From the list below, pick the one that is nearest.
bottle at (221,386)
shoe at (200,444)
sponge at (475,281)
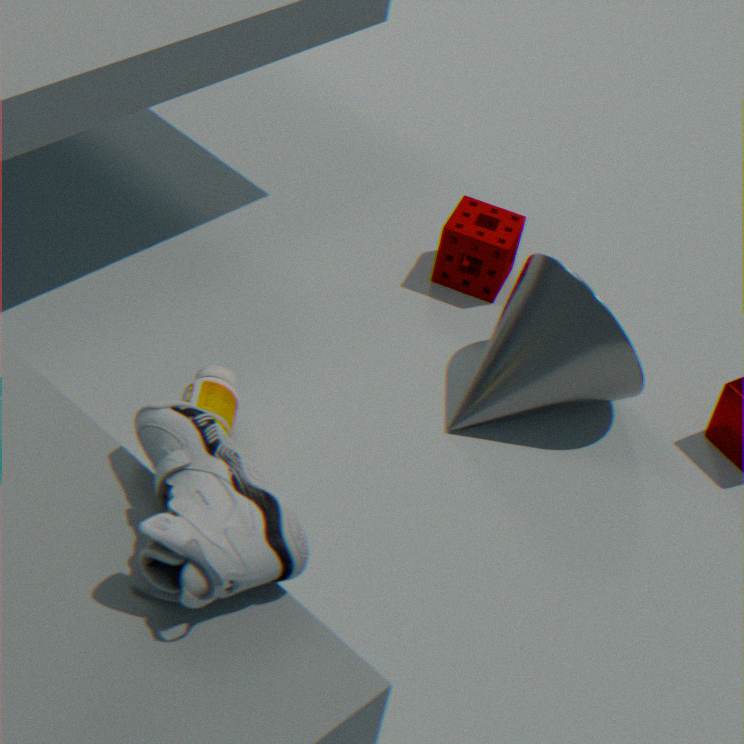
shoe at (200,444)
